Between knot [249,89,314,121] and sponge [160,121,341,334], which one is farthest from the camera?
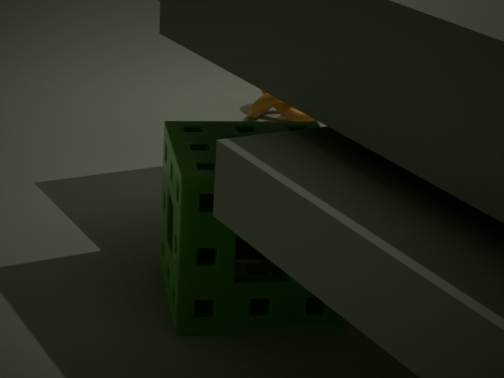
knot [249,89,314,121]
